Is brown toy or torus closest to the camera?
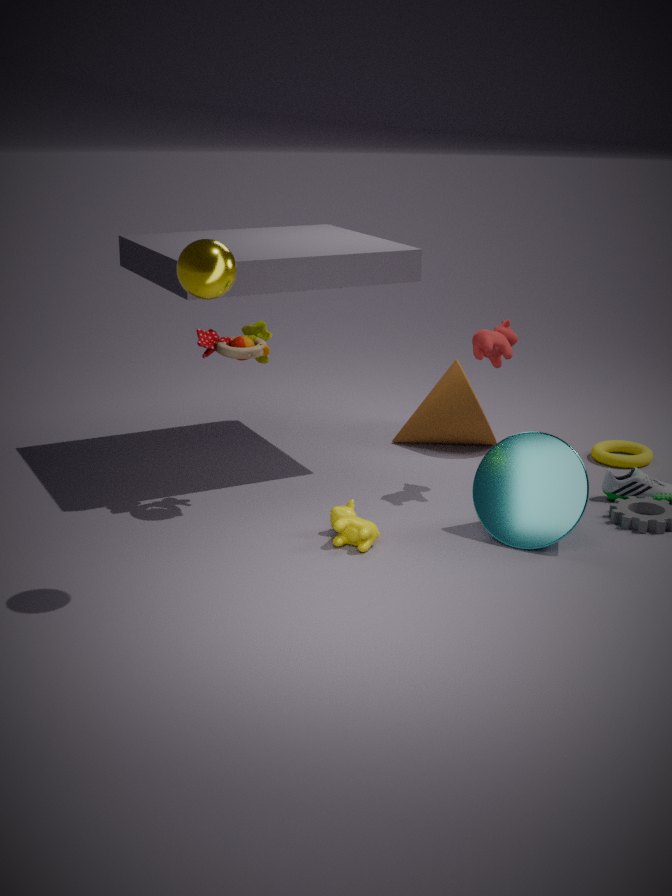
brown toy
